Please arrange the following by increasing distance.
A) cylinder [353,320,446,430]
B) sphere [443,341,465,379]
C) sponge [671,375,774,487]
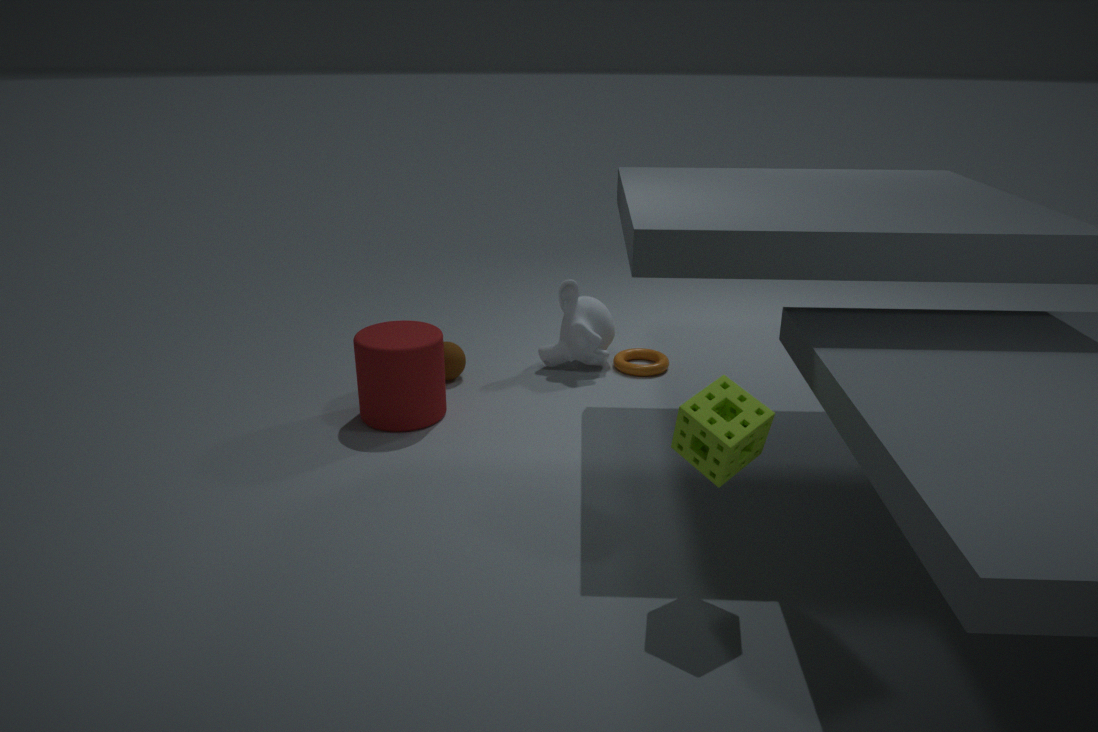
1. sponge [671,375,774,487]
2. cylinder [353,320,446,430]
3. sphere [443,341,465,379]
